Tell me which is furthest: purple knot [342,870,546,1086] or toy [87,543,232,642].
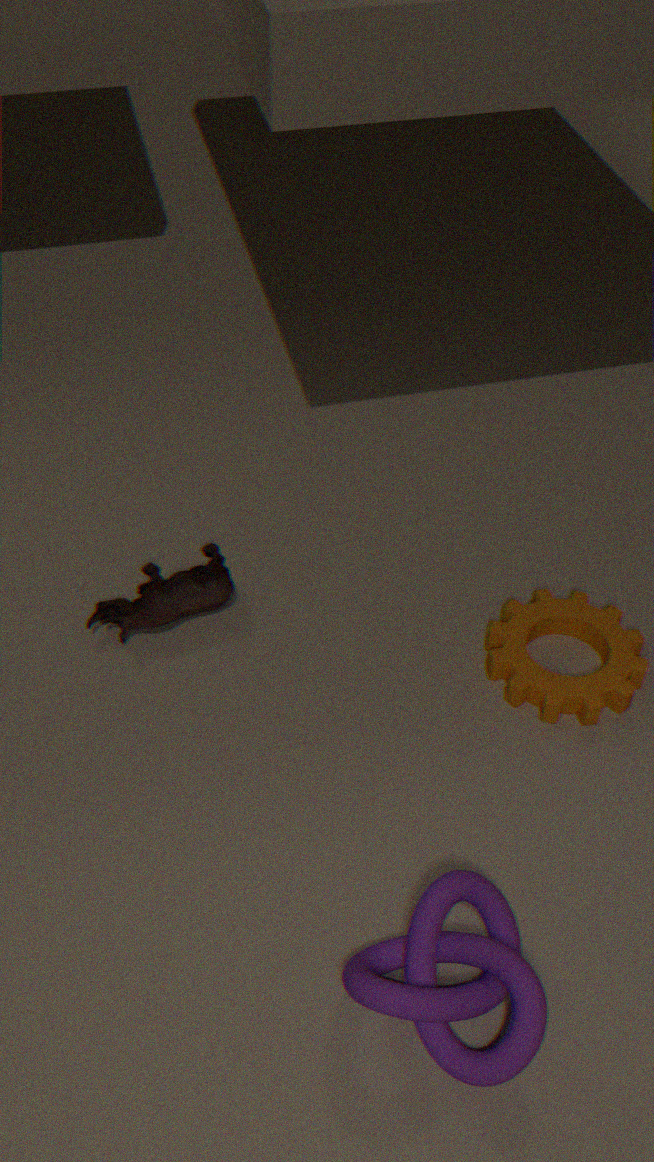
toy [87,543,232,642]
